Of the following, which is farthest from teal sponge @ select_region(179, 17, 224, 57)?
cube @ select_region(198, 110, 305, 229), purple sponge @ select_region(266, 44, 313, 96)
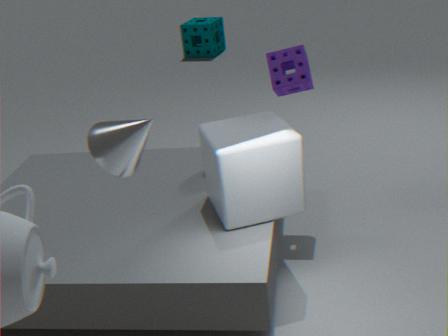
cube @ select_region(198, 110, 305, 229)
